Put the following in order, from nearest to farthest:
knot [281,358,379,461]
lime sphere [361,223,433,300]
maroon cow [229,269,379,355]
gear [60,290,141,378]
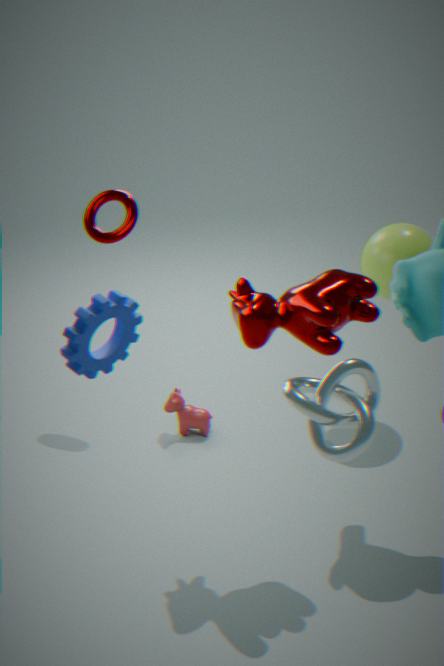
1. knot [281,358,379,461]
2. gear [60,290,141,378]
3. maroon cow [229,269,379,355]
4. lime sphere [361,223,433,300]
